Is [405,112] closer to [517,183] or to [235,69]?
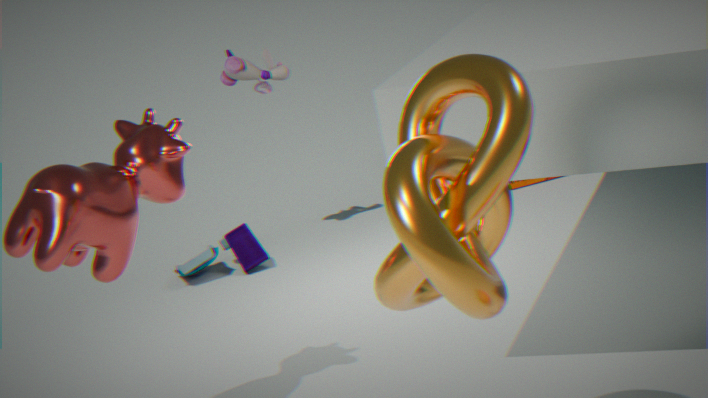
[235,69]
